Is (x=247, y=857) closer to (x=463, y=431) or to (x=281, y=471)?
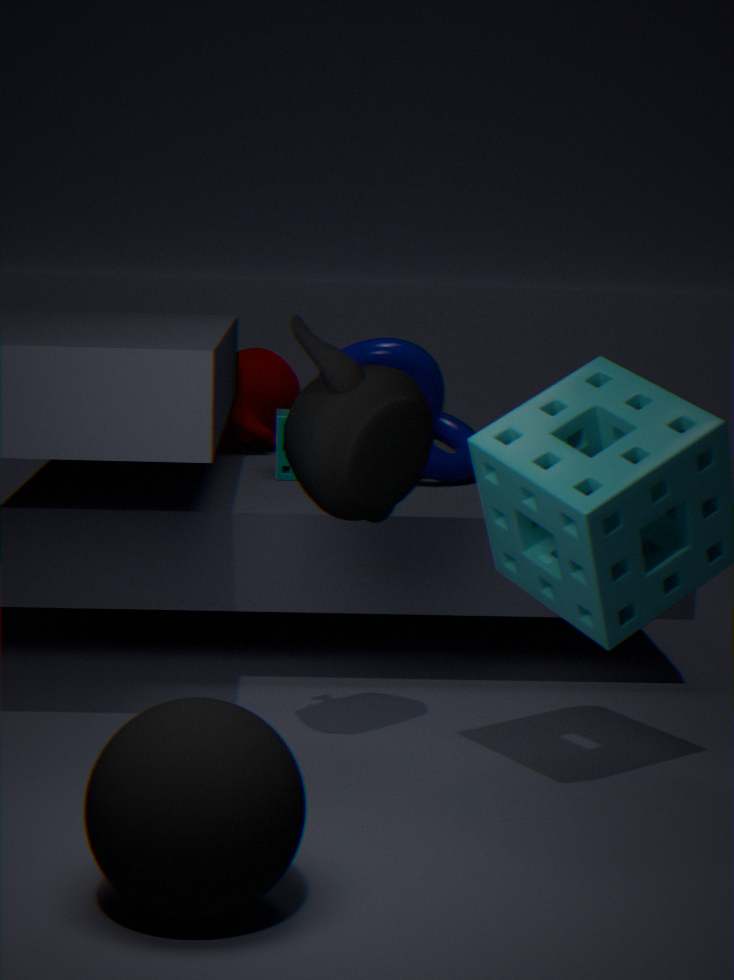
(x=281, y=471)
